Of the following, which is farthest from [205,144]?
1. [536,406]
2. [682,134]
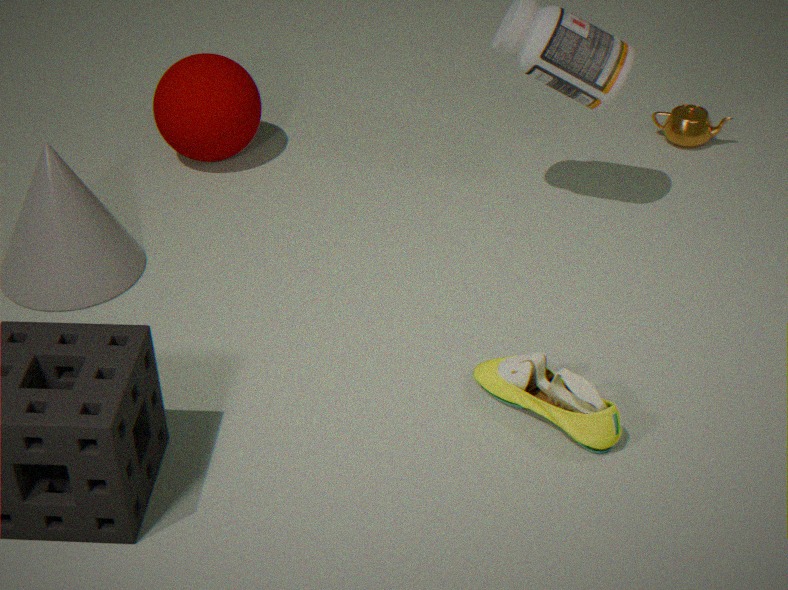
[536,406]
